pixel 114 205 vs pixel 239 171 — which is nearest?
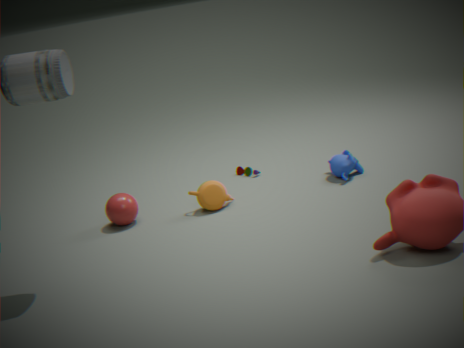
pixel 114 205
